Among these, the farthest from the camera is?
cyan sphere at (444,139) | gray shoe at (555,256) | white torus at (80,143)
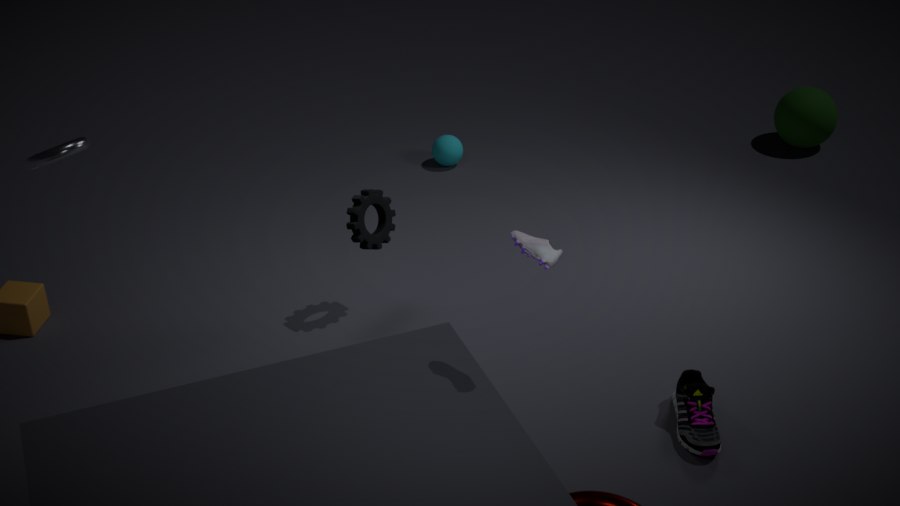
cyan sphere at (444,139)
